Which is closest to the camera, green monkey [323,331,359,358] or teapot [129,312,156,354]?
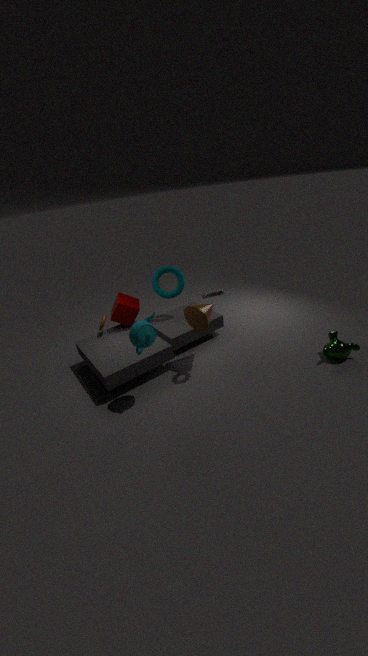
teapot [129,312,156,354]
